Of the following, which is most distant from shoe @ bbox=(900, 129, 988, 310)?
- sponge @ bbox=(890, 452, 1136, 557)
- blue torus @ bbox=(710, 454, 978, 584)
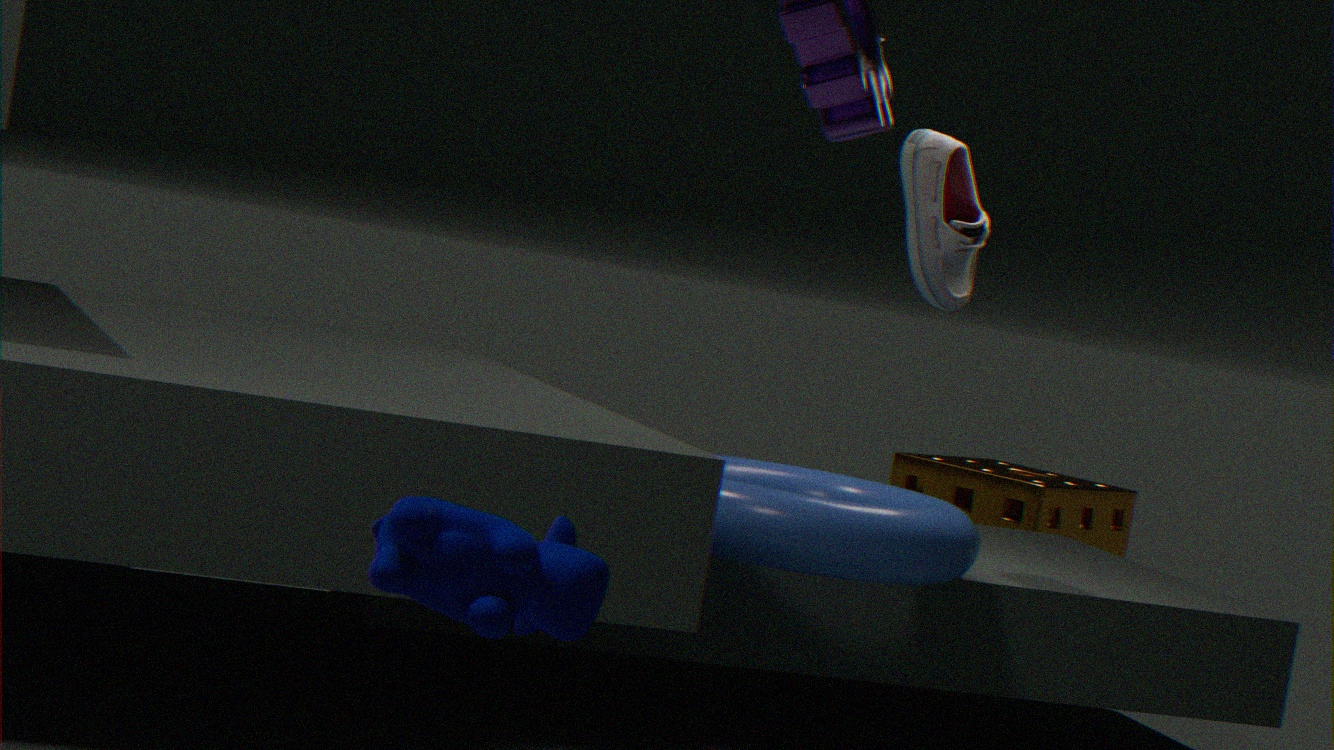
sponge @ bbox=(890, 452, 1136, 557)
